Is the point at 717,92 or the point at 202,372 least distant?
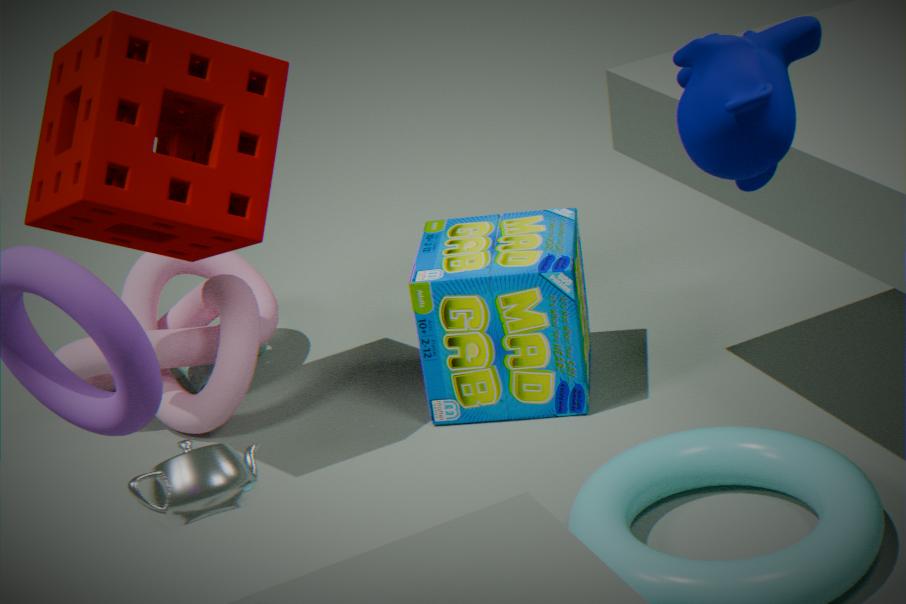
the point at 717,92
